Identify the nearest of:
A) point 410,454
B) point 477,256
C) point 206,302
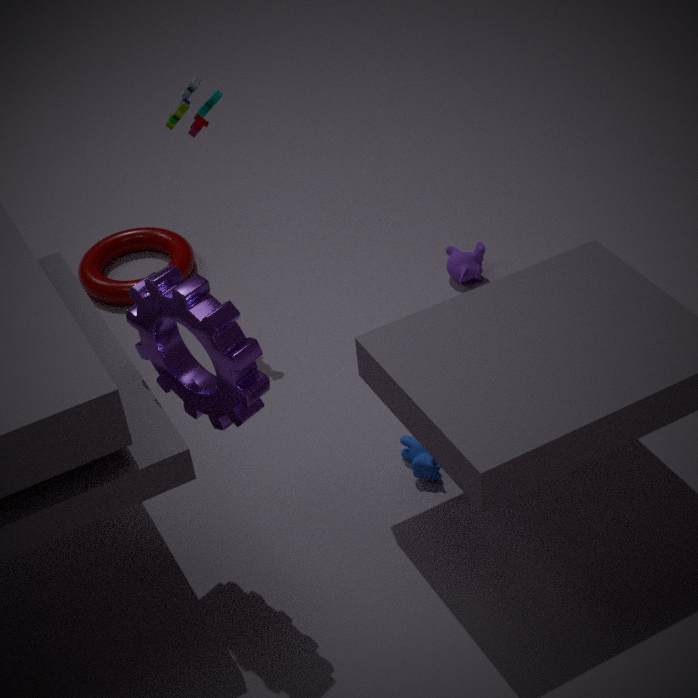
point 206,302
